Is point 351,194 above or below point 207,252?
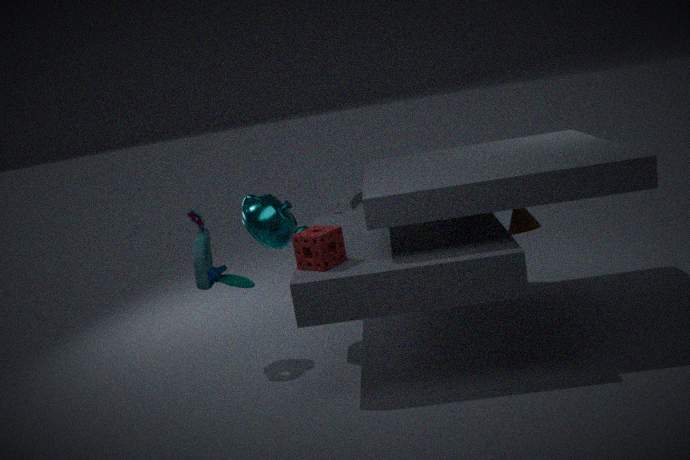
below
